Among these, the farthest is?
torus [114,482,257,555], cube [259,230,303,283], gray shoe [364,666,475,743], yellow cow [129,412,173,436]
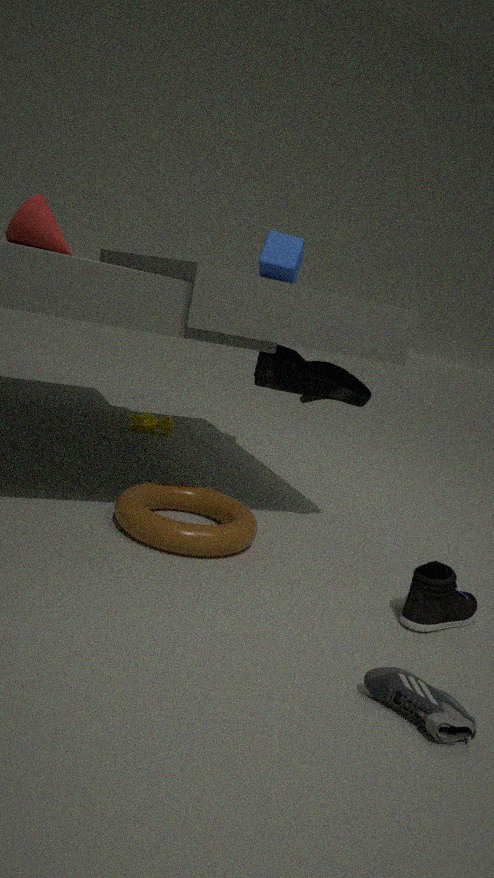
yellow cow [129,412,173,436]
